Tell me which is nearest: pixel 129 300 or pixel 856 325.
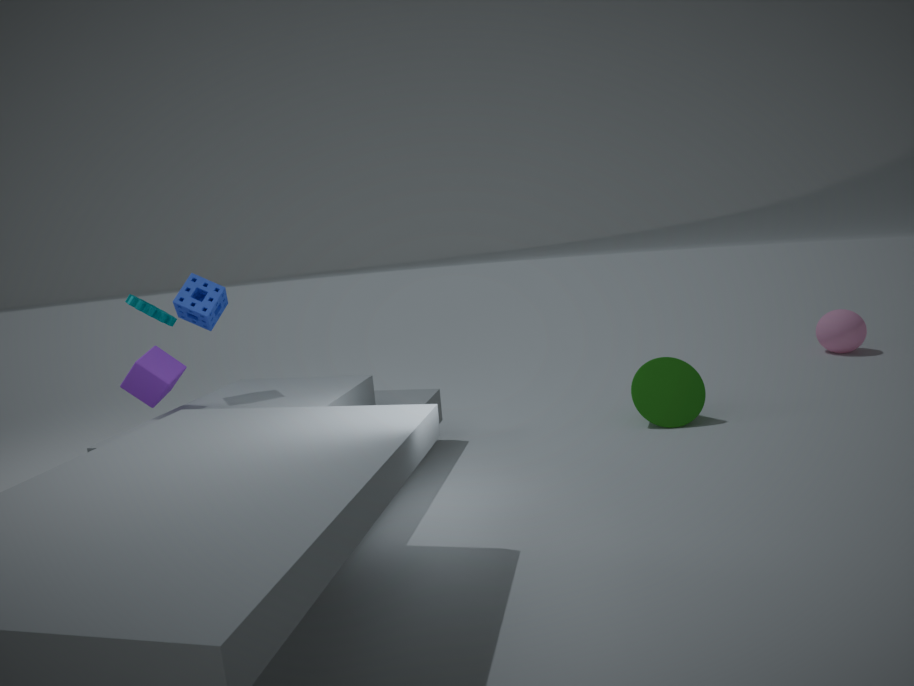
pixel 129 300
